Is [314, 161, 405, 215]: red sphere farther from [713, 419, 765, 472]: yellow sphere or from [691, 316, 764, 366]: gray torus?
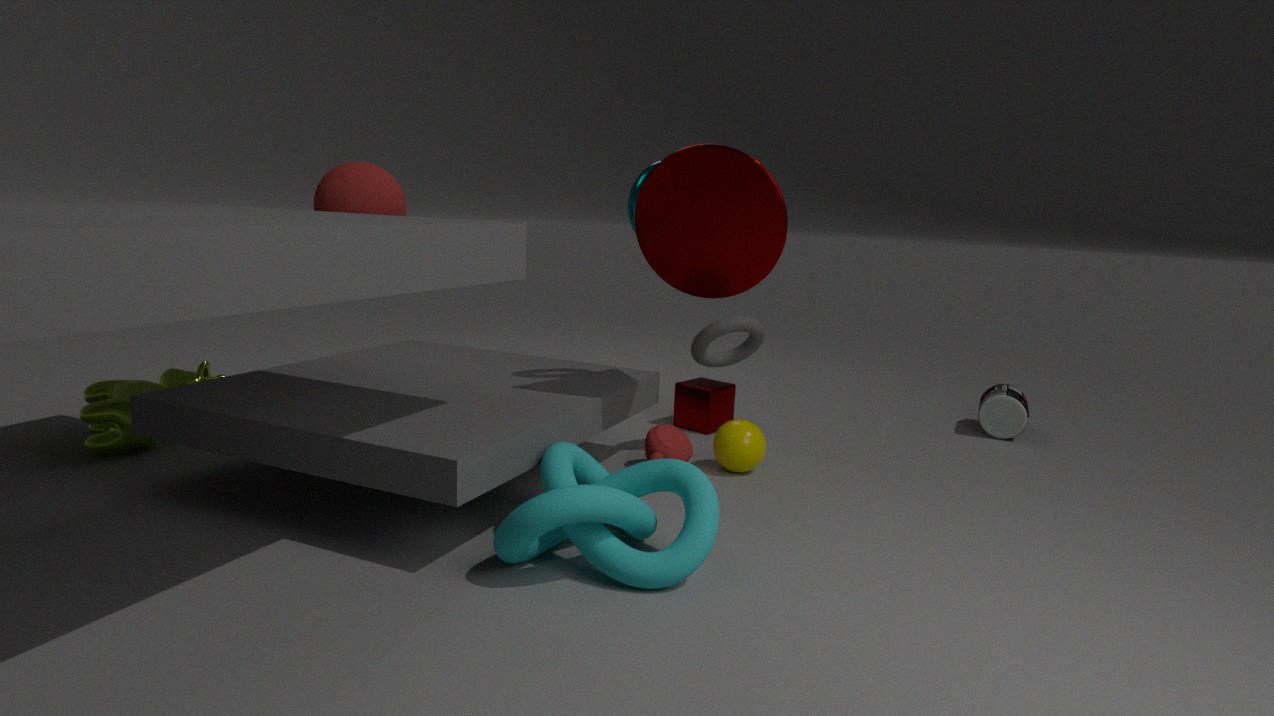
[713, 419, 765, 472]: yellow sphere
